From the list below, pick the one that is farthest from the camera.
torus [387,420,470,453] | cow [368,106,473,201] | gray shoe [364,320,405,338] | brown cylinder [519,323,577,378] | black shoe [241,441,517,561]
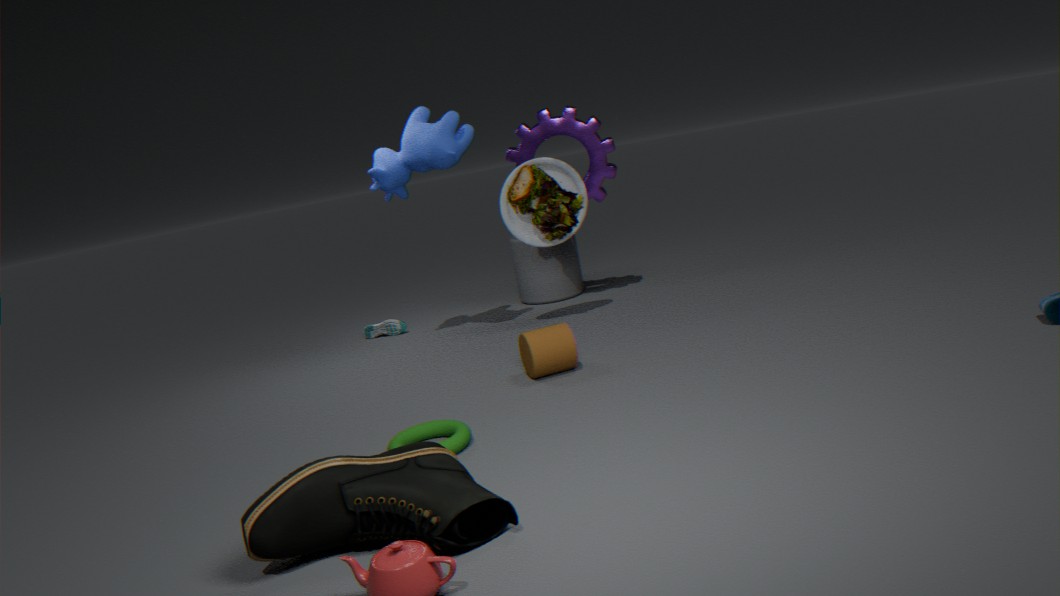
gray shoe [364,320,405,338]
